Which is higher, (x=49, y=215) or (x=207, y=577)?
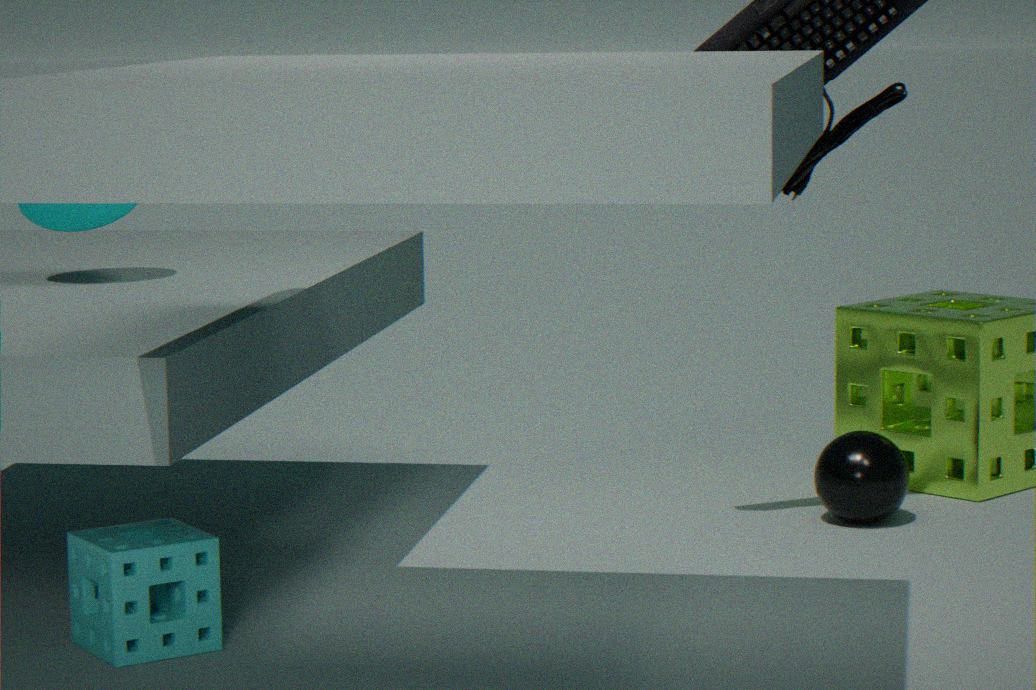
(x=49, y=215)
